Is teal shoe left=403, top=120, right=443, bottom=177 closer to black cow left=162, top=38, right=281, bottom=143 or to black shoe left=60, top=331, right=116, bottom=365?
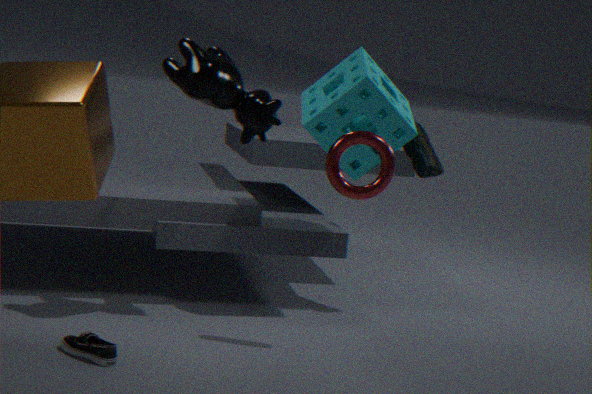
black cow left=162, top=38, right=281, bottom=143
